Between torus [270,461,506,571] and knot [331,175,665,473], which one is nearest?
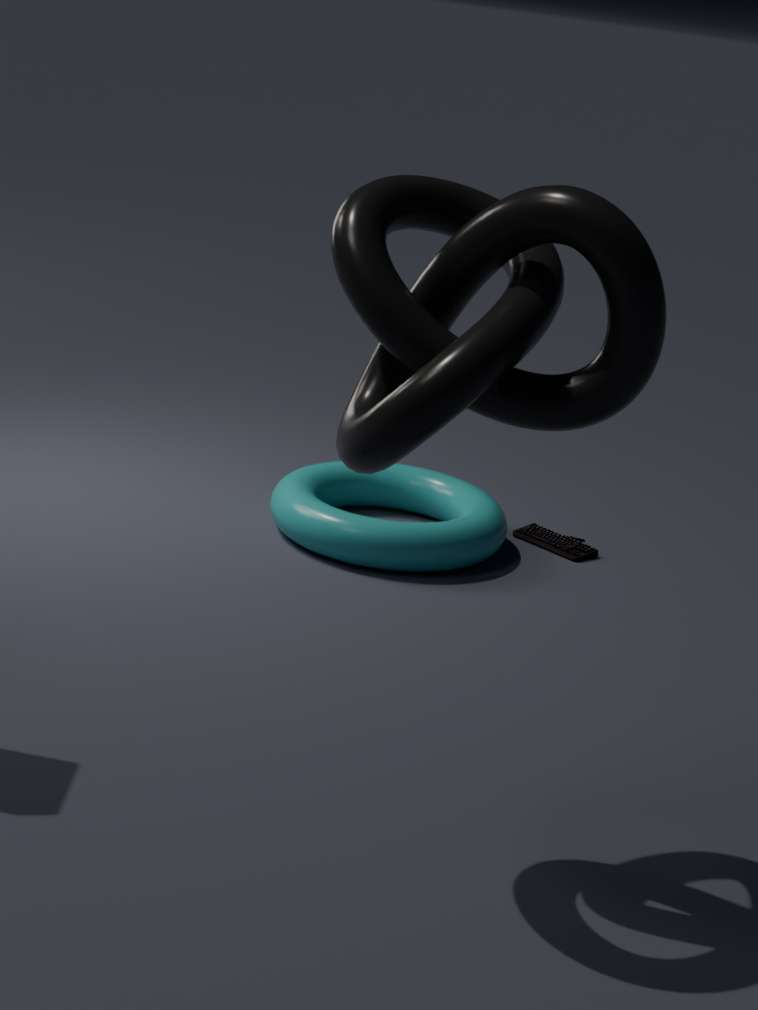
knot [331,175,665,473]
